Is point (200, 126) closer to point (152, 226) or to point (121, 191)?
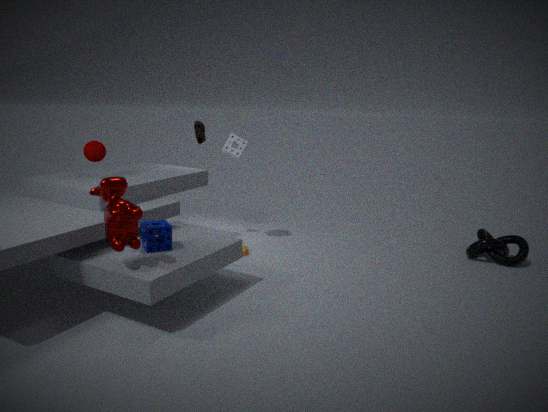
point (152, 226)
